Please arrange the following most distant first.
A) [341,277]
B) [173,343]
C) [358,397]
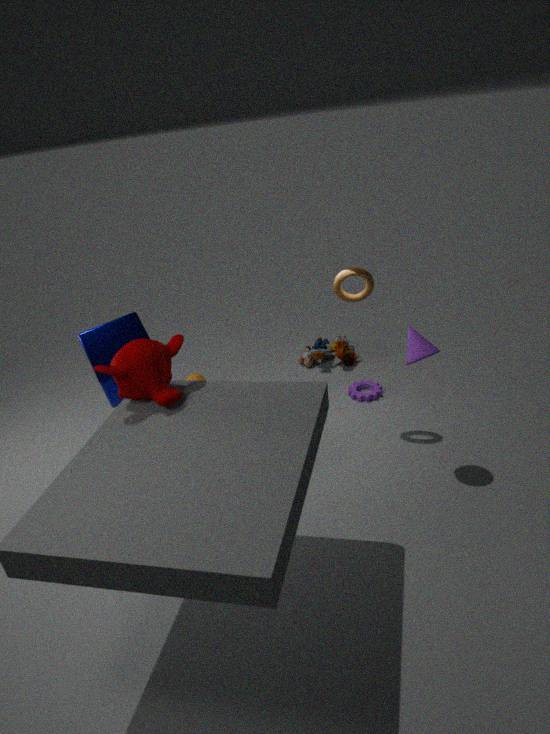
[358,397] < [341,277] < [173,343]
